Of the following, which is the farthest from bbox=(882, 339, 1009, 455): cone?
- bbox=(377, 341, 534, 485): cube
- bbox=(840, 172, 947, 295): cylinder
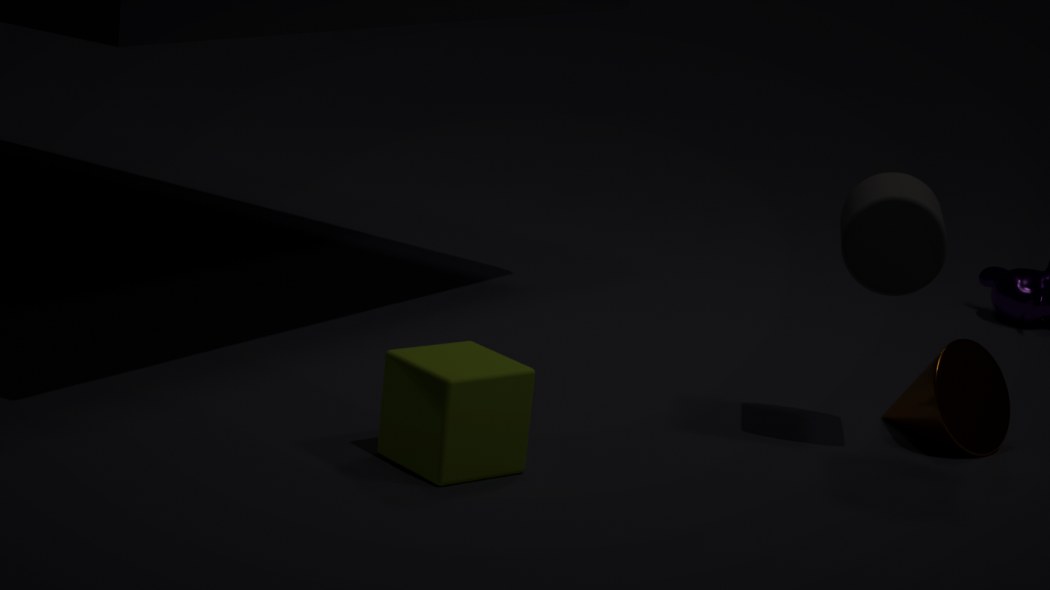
bbox=(377, 341, 534, 485): cube
